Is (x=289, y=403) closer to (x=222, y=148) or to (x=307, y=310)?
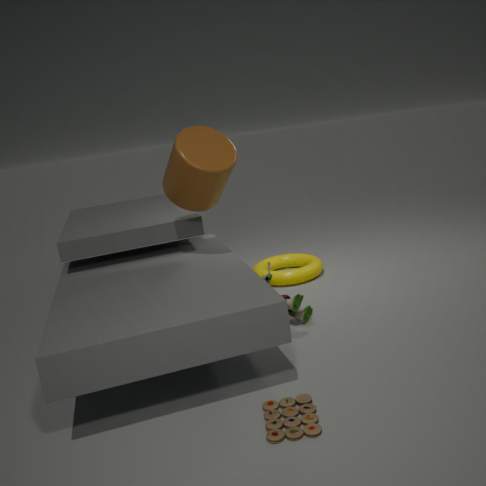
(x=307, y=310)
